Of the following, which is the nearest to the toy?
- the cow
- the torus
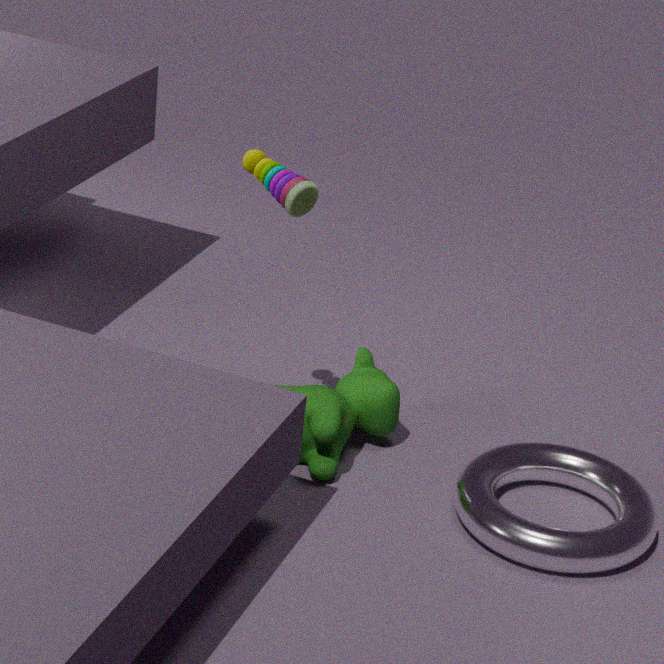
Answer: the cow
